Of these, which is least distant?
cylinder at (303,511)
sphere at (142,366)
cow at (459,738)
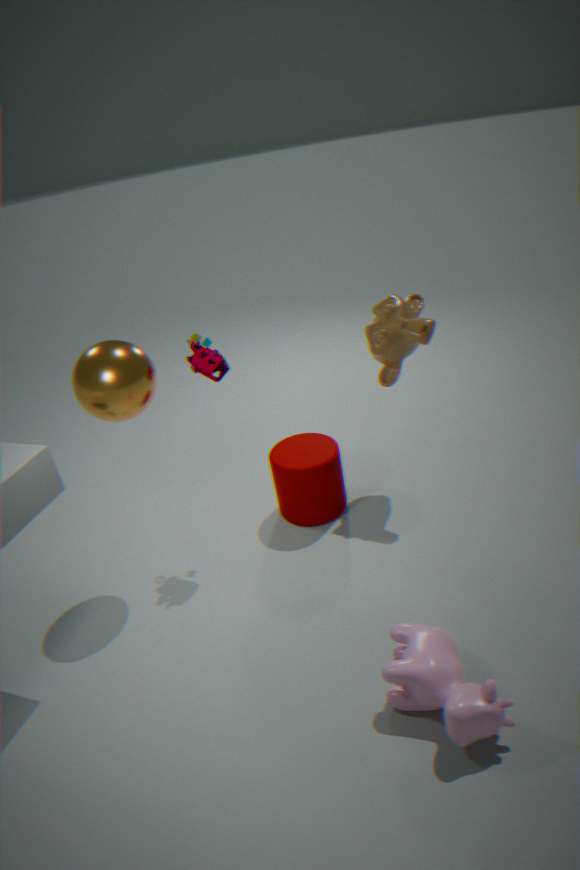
cow at (459,738)
